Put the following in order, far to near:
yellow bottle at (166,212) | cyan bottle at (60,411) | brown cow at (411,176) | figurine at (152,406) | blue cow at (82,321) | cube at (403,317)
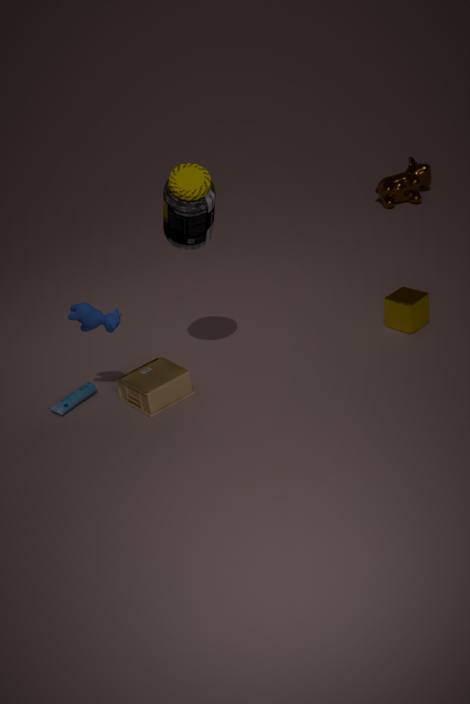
brown cow at (411,176) → cube at (403,317) → cyan bottle at (60,411) → figurine at (152,406) → blue cow at (82,321) → yellow bottle at (166,212)
